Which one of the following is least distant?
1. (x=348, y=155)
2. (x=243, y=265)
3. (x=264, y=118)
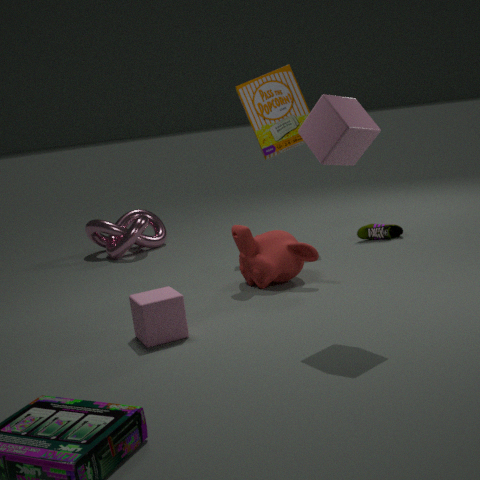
(x=348, y=155)
